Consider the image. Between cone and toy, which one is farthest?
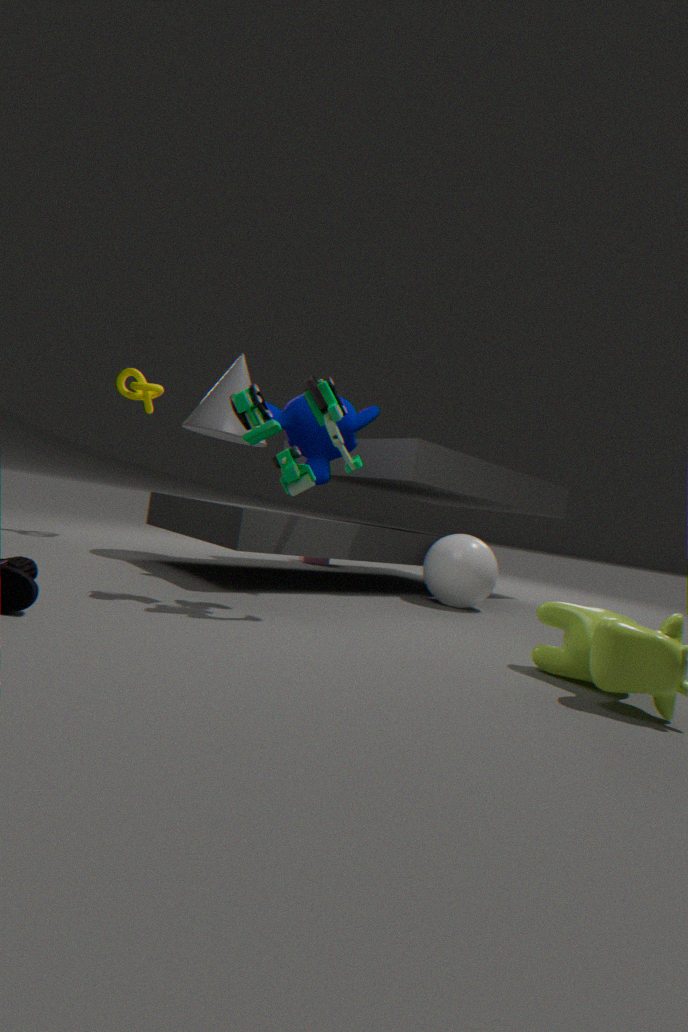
cone
